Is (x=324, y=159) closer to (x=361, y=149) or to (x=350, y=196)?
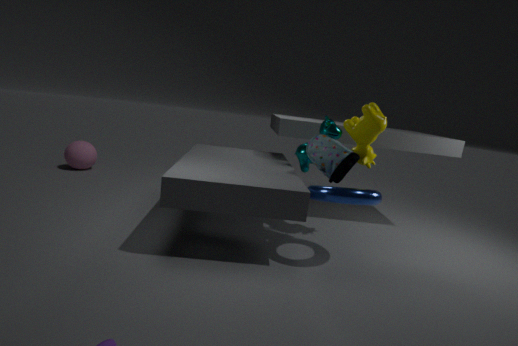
(x=350, y=196)
